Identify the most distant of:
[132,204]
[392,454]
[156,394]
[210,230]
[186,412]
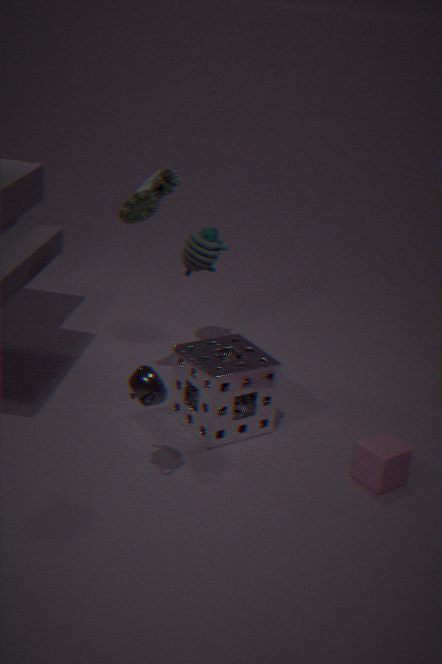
[210,230]
